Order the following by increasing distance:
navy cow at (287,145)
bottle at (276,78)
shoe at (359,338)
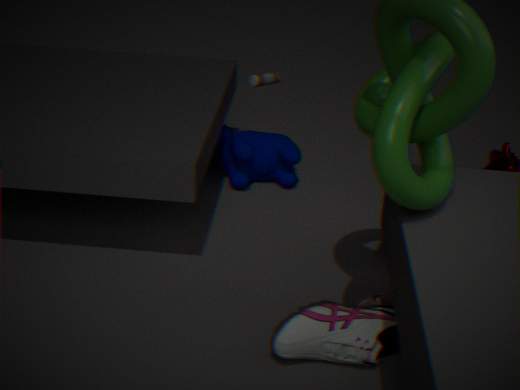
shoe at (359,338), navy cow at (287,145), bottle at (276,78)
